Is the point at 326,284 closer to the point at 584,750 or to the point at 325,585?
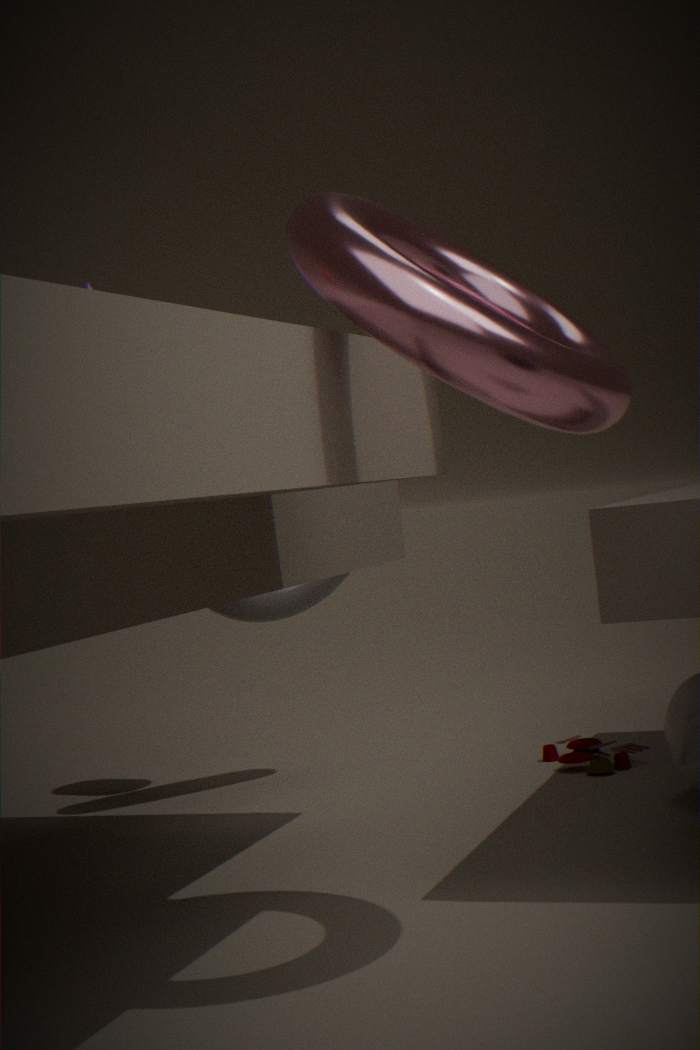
the point at 325,585
